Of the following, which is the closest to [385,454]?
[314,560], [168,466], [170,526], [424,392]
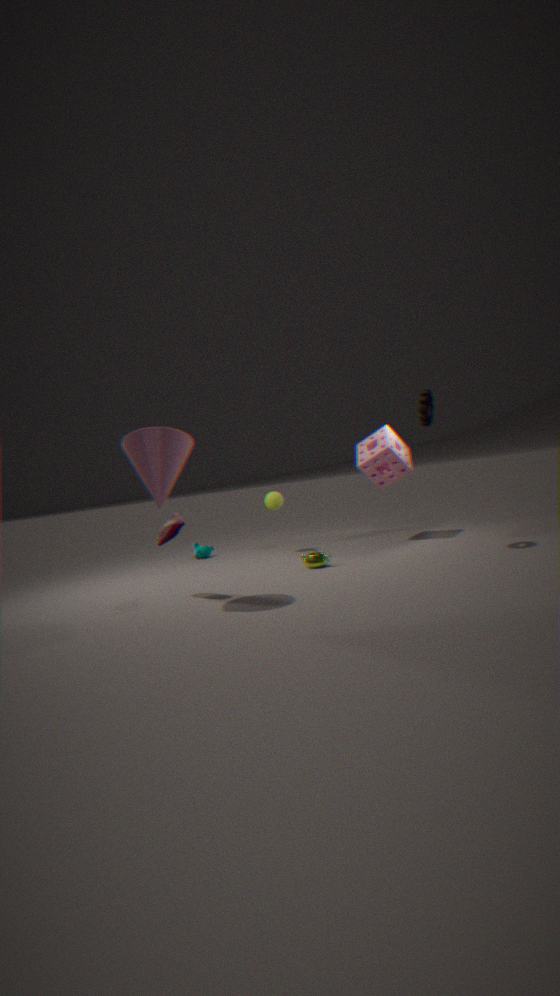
[424,392]
